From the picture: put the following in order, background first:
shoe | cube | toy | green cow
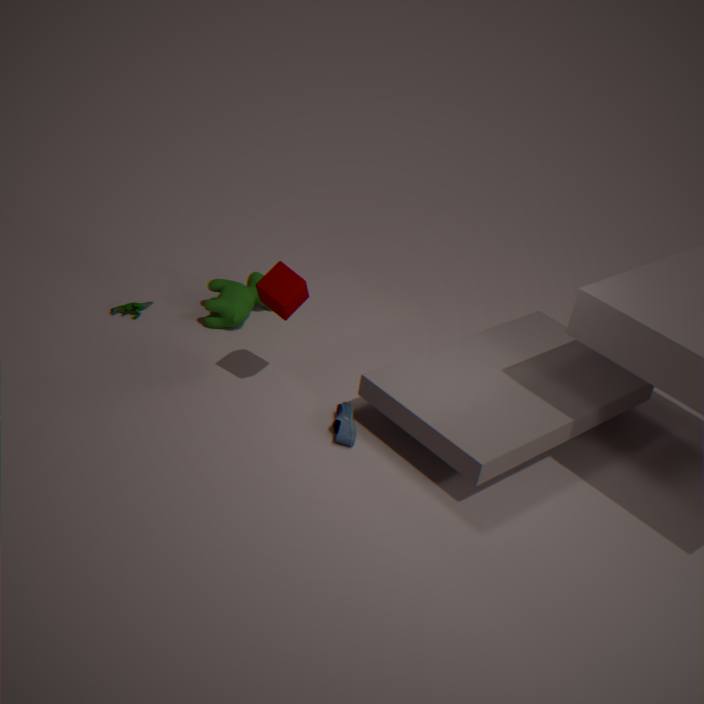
toy → green cow → shoe → cube
